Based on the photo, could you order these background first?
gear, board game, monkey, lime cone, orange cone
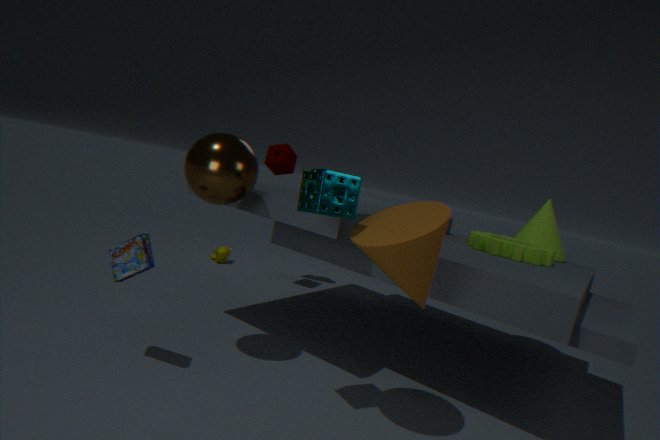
monkey → lime cone → gear → board game → orange cone
